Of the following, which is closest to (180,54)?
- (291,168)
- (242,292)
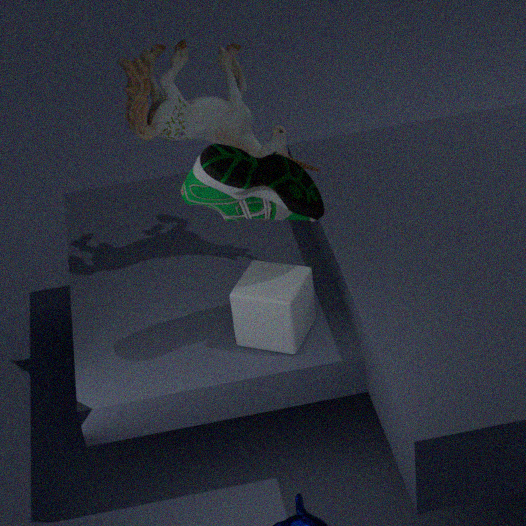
(291,168)
